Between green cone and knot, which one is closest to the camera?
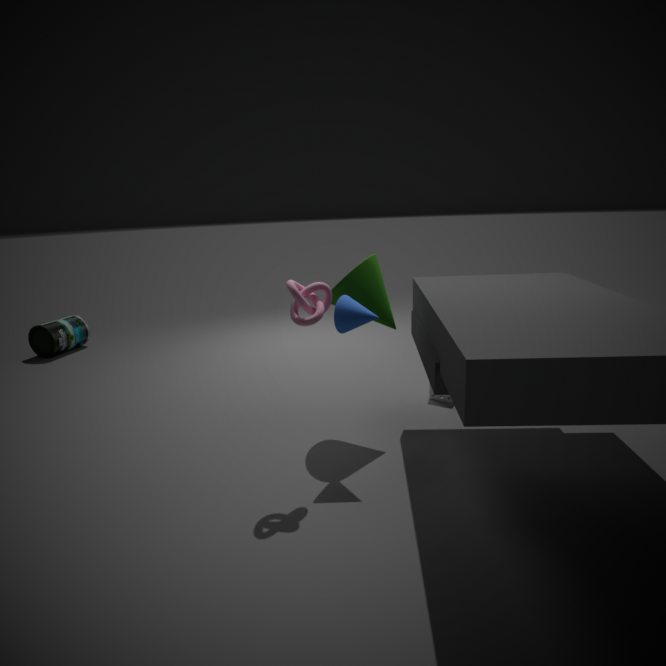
knot
